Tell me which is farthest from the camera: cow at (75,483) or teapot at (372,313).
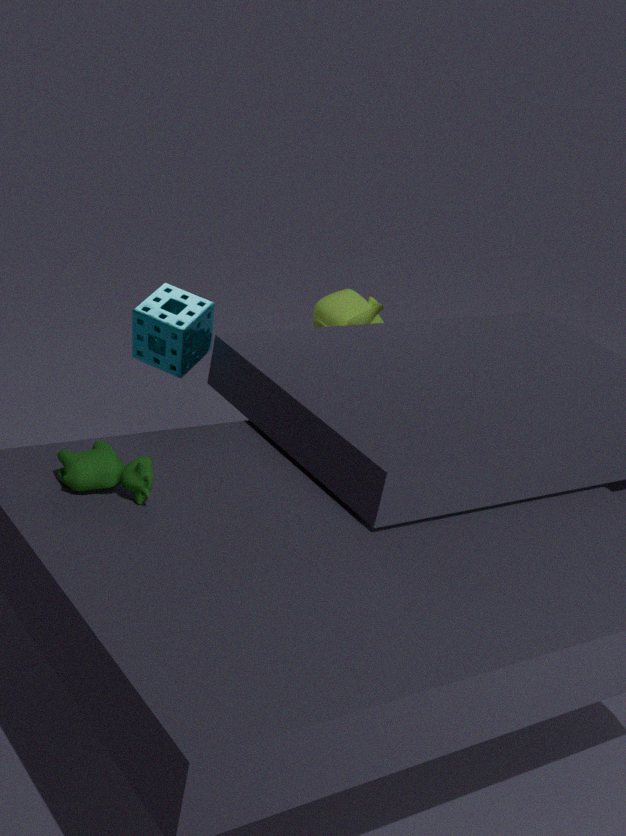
teapot at (372,313)
